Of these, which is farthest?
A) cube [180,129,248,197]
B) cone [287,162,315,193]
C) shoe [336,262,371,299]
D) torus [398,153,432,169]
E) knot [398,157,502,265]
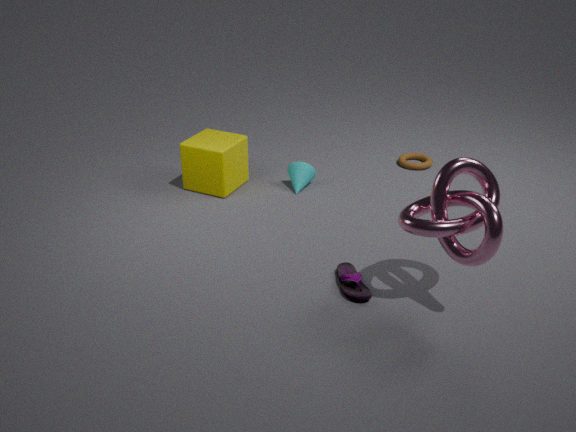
torus [398,153,432,169]
